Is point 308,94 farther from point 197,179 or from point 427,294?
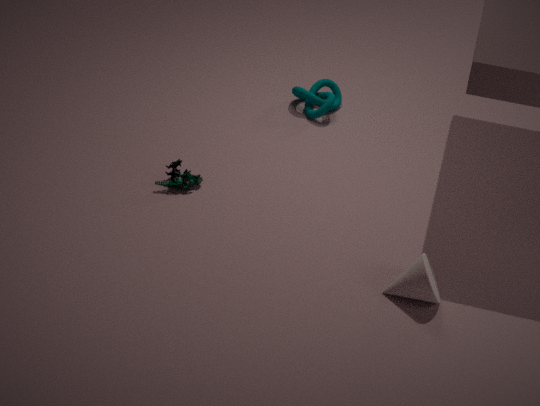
point 427,294
